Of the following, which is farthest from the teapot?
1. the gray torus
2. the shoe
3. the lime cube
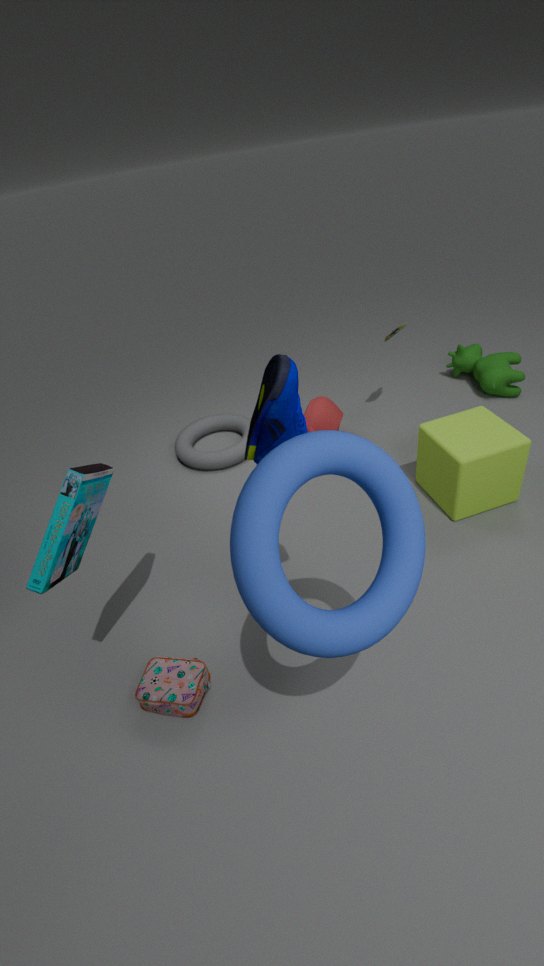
the shoe
